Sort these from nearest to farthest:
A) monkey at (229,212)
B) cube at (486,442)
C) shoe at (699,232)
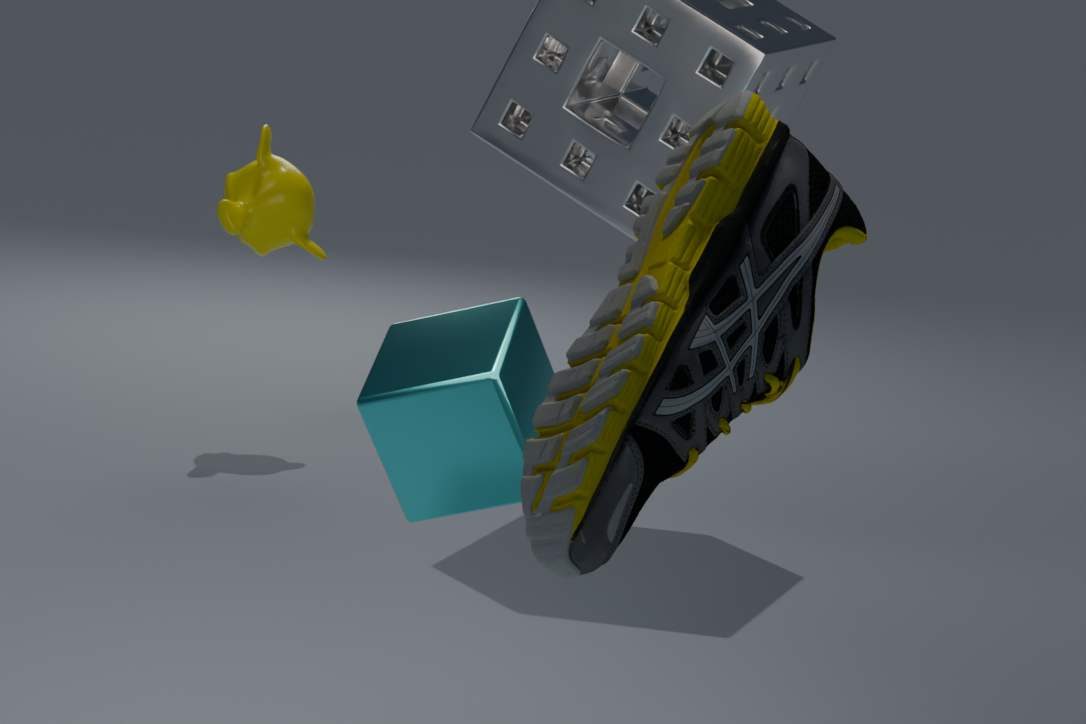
shoe at (699,232), cube at (486,442), monkey at (229,212)
